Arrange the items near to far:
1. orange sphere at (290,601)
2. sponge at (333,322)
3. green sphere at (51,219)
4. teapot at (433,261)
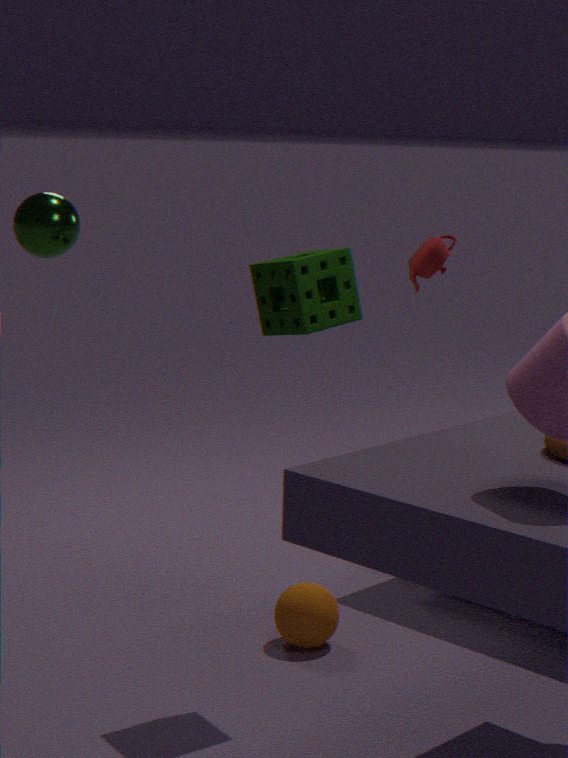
sponge at (333,322)
green sphere at (51,219)
orange sphere at (290,601)
teapot at (433,261)
